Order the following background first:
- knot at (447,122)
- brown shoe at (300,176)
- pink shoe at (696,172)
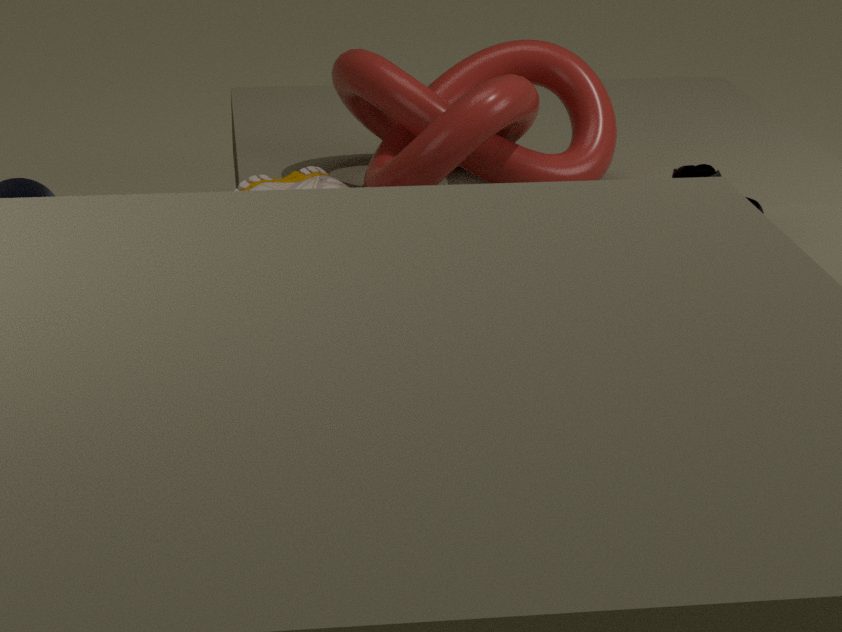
knot at (447,122)
brown shoe at (300,176)
pink shoe at (696,172)
